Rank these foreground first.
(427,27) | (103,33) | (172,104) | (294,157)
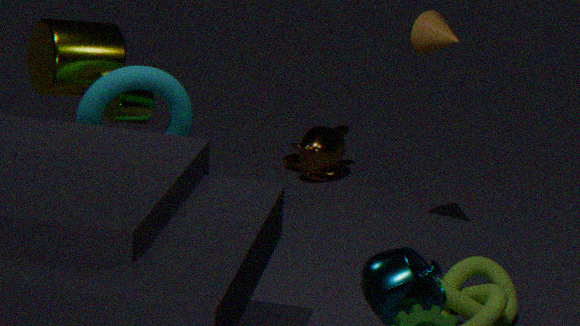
(172,104) < (103,33) < (427,27) < (294,157)
